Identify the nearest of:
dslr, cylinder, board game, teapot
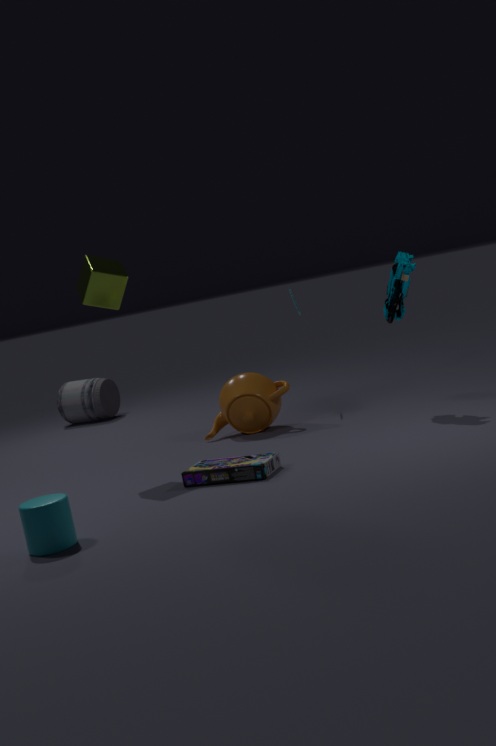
cylinder
